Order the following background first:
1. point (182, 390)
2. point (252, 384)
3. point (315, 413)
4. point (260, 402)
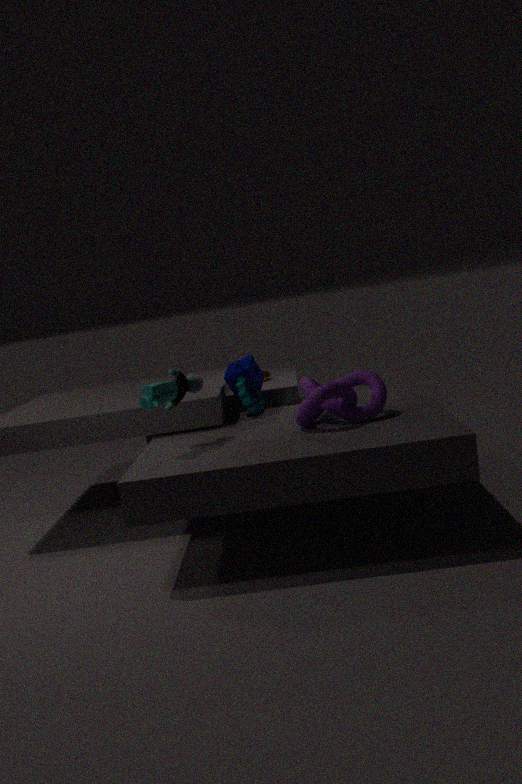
point (260, 402) < point (252, 384) < point (315, 413) < point (182, 390)
